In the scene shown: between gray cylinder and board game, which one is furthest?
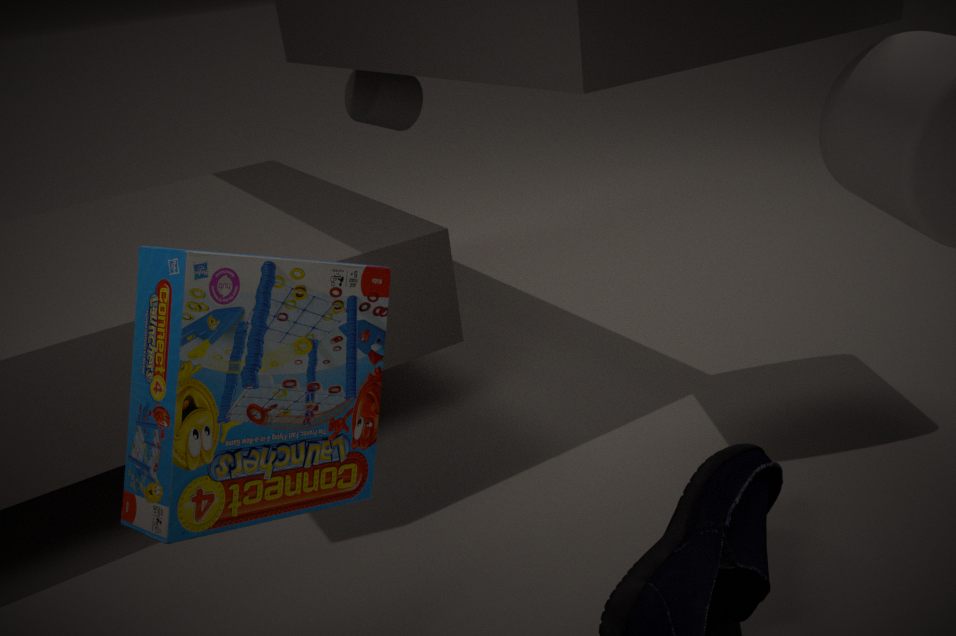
gray cylinder
